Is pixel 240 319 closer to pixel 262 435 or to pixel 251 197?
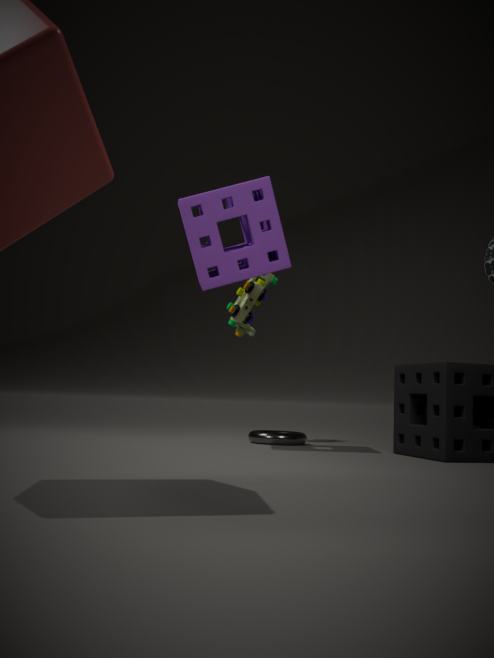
pixel 251 197
